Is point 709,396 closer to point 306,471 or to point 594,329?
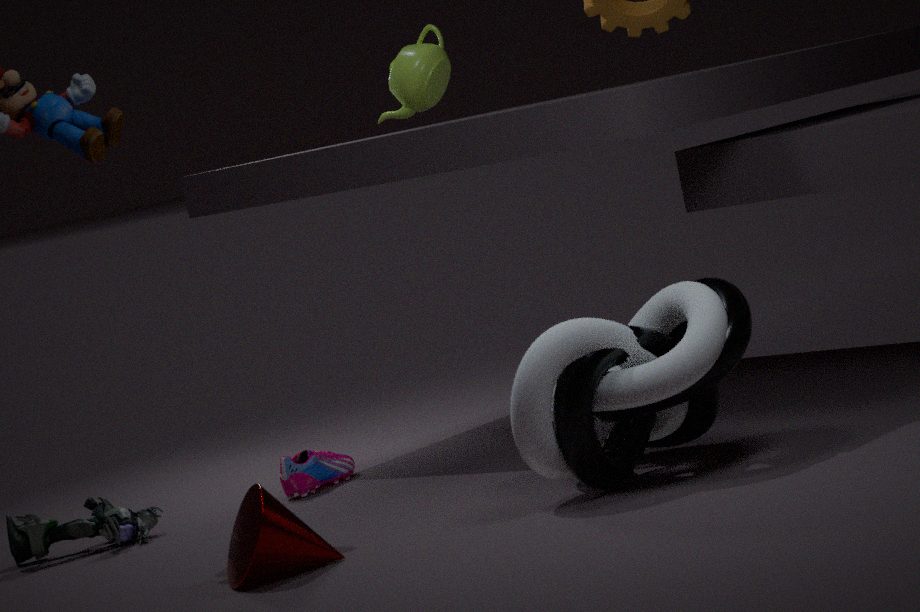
point 594,329
